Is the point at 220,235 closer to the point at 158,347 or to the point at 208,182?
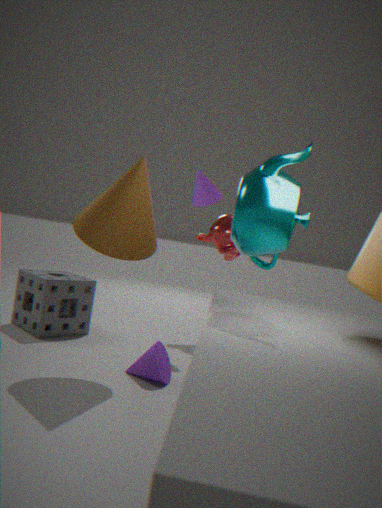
the point at 208,182
